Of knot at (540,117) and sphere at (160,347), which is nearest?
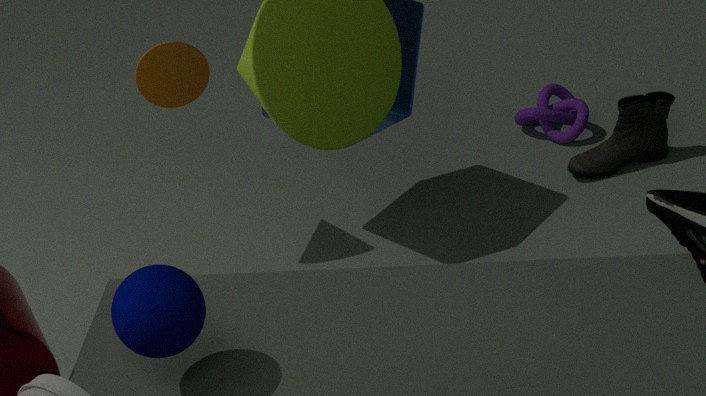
sphere at (160,347)
